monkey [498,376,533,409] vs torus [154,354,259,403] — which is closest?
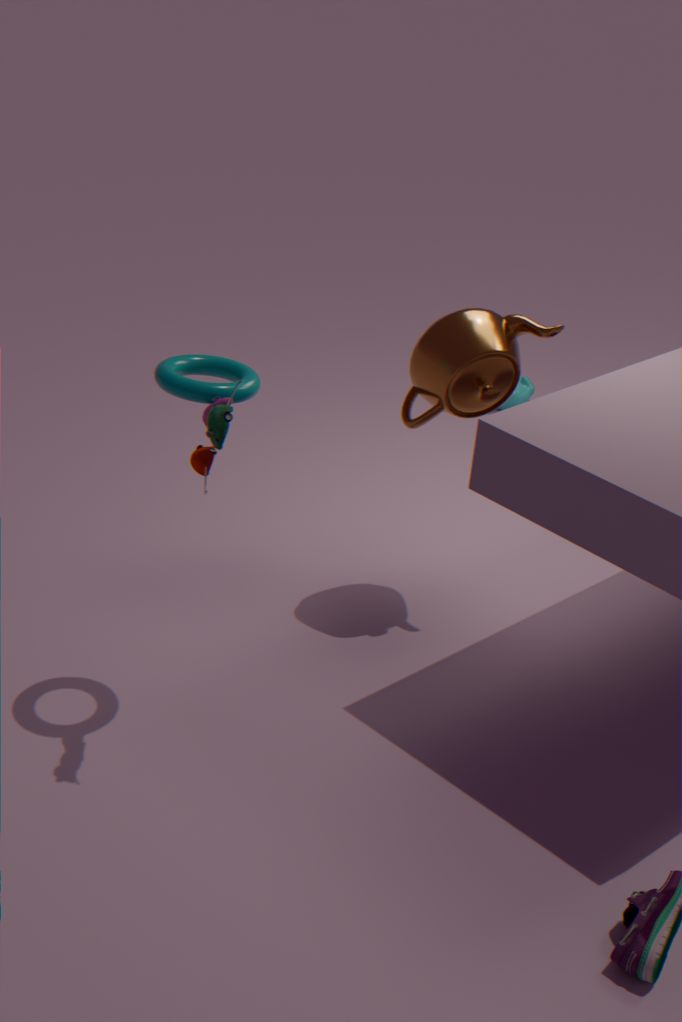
torus [154,354,259,403]
